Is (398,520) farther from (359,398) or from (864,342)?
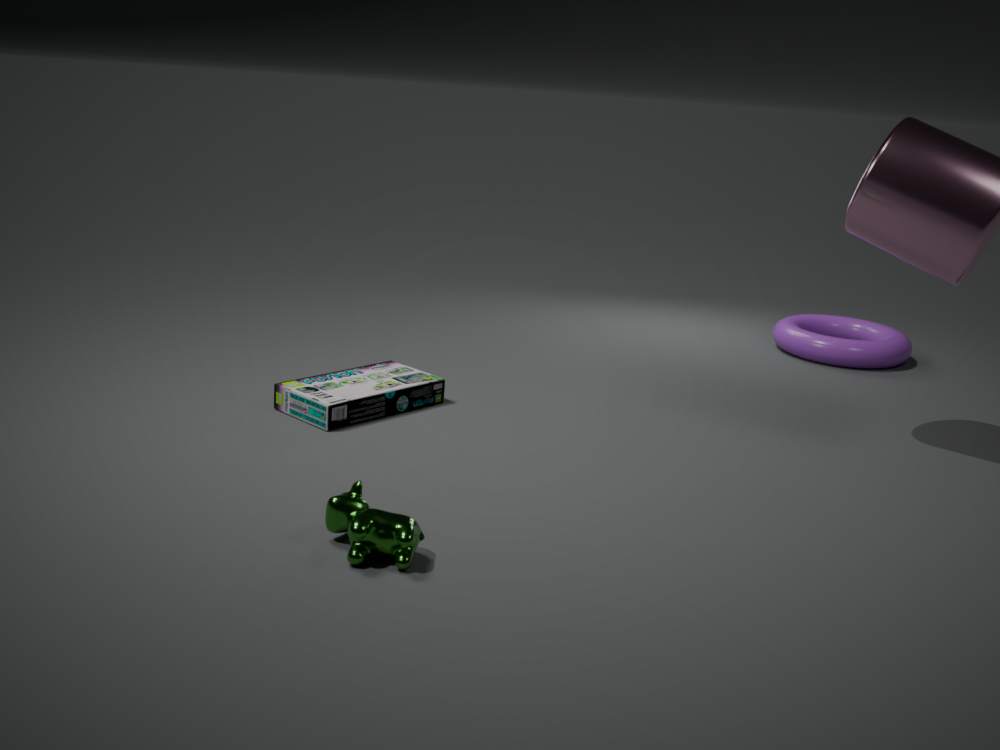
(864,342)
